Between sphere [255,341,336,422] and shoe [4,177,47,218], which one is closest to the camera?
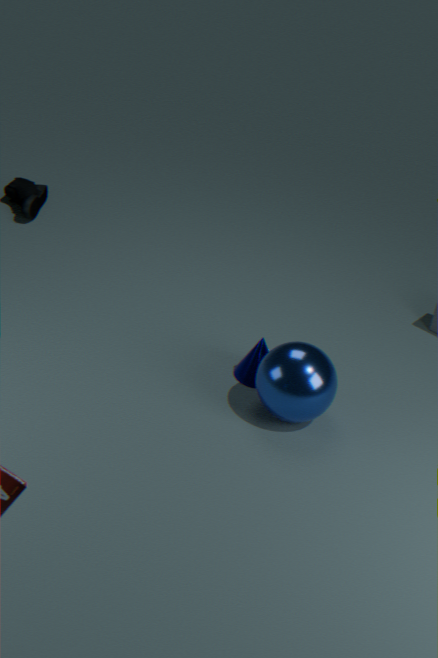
sphere [255,341,336,422]
